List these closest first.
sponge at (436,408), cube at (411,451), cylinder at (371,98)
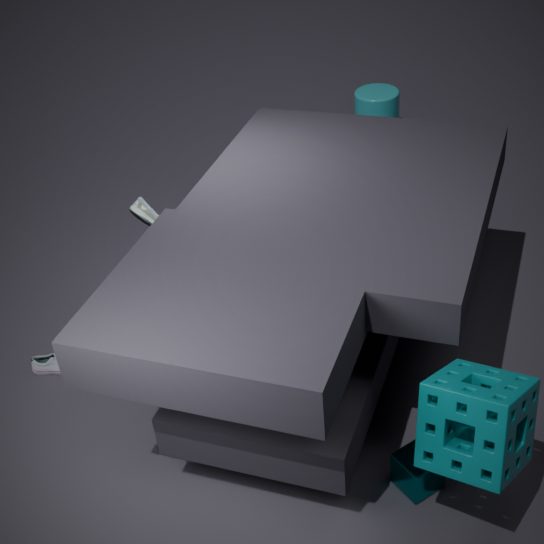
sponge at (436,408), cube at (411,451), cylinder at (371,98)
